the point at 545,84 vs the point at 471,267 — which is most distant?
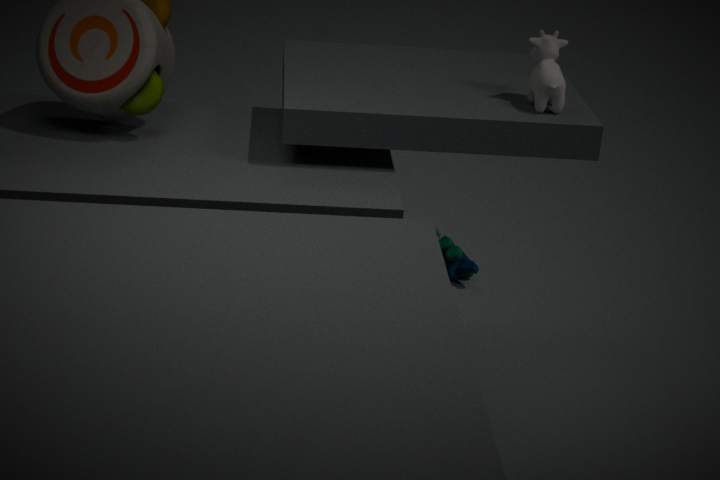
the point at 471,267
